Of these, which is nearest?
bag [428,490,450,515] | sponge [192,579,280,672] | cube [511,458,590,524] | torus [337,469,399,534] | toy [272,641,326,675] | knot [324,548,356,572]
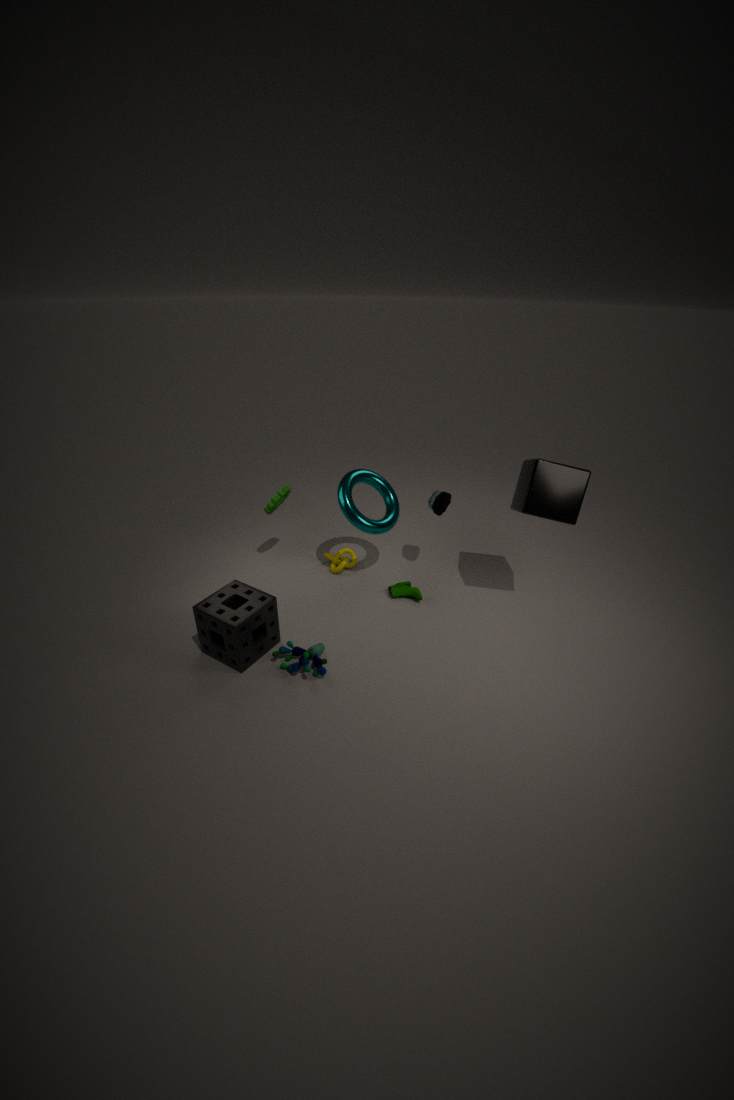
sponge [192,579,280,672]
